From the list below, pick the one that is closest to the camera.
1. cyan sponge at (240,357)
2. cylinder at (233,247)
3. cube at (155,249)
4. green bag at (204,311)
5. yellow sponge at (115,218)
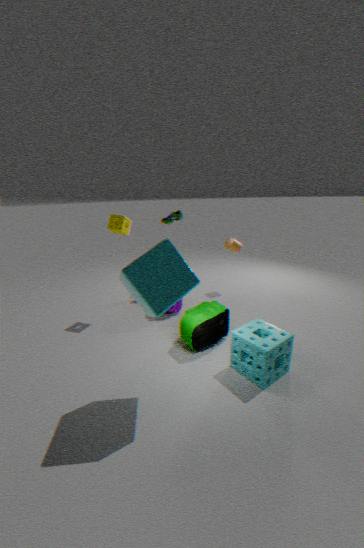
cube at (155,249)
